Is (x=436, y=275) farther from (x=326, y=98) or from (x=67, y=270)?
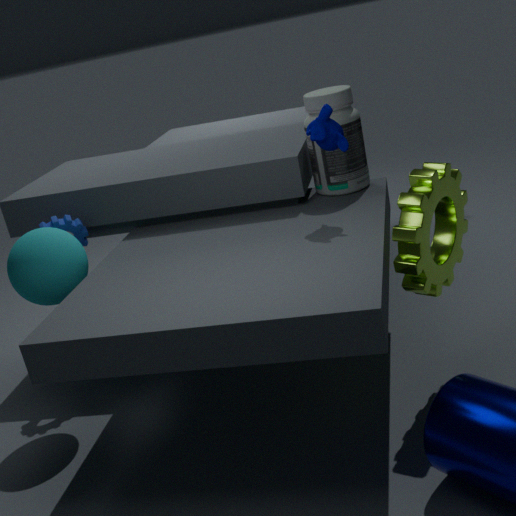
(x=67, y=270)
